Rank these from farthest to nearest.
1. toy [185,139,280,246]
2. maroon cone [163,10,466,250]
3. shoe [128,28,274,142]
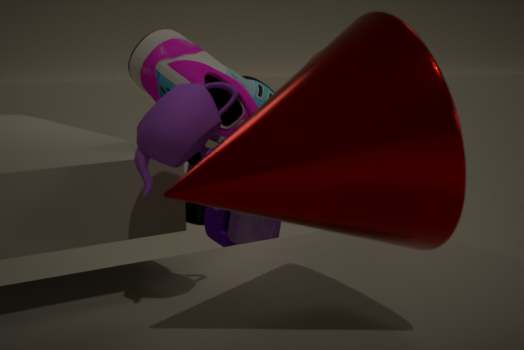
toy [185,139,280,246] → shoe [128,28,274,142] → maroon cone [163,10,466,250]
